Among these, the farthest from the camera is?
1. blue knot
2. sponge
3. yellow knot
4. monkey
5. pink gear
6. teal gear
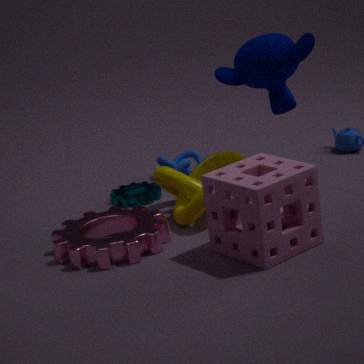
blue knot
